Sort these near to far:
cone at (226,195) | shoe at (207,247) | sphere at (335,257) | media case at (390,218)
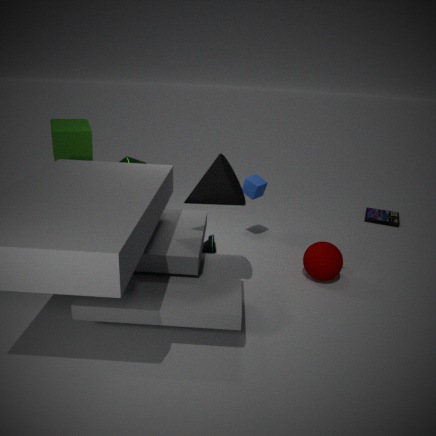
1. cone at (226,195)
2. sphere at (335,257)
3. shoe at (207,247)
4. media case at (390,218)
